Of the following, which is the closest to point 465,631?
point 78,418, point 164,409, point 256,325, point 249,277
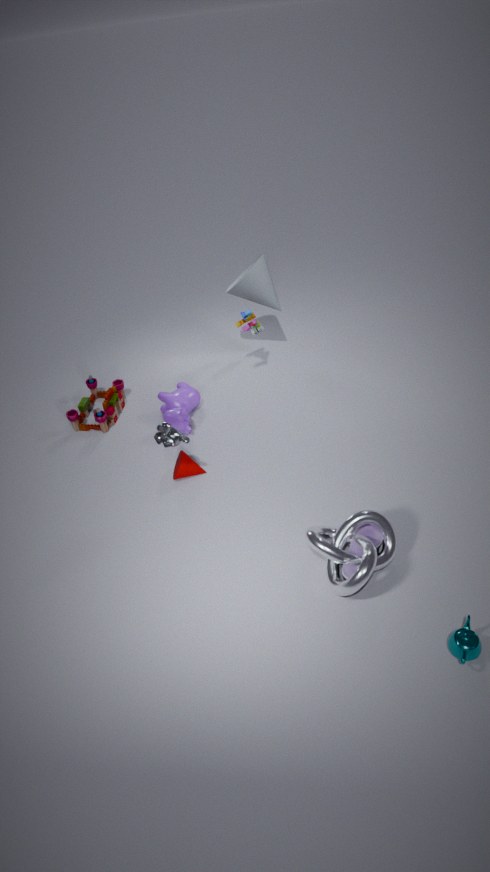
point 164,409
